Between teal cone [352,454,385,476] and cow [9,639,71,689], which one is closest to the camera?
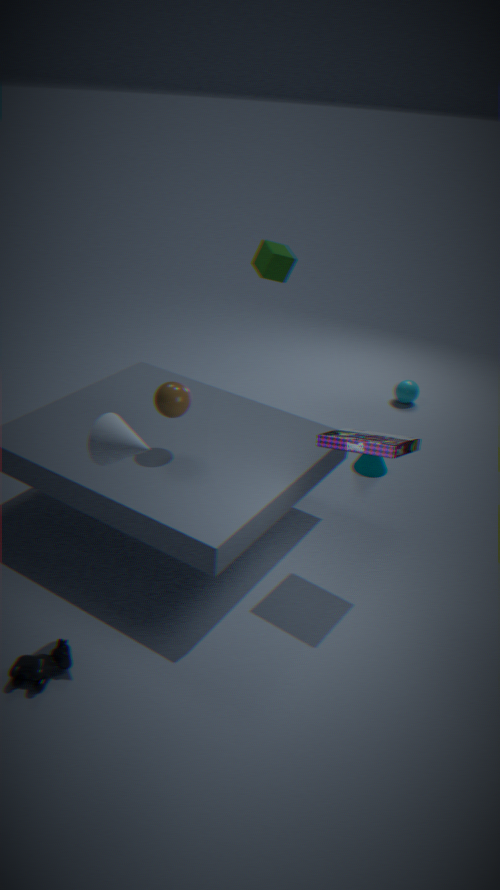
cow [9,639,71,689]
